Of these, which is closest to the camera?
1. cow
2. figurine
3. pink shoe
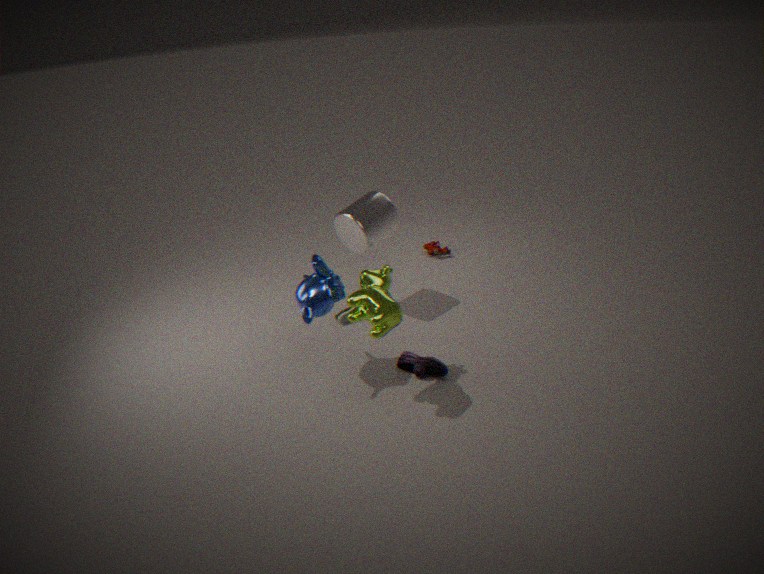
cow
